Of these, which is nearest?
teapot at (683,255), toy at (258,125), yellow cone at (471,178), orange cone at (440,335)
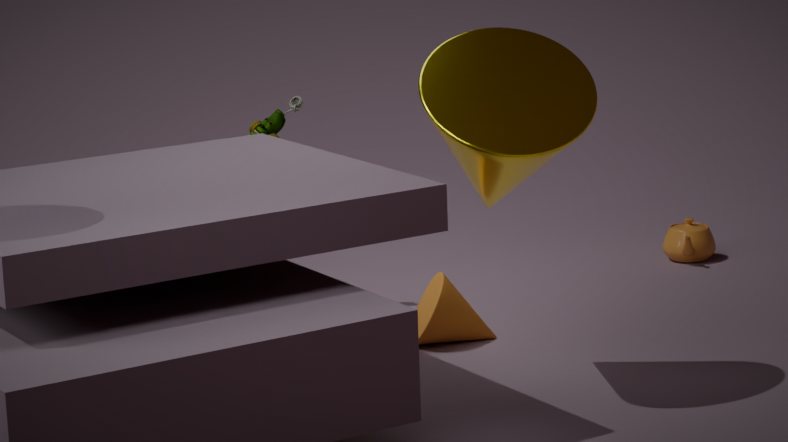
yellow cone at (471,178)
